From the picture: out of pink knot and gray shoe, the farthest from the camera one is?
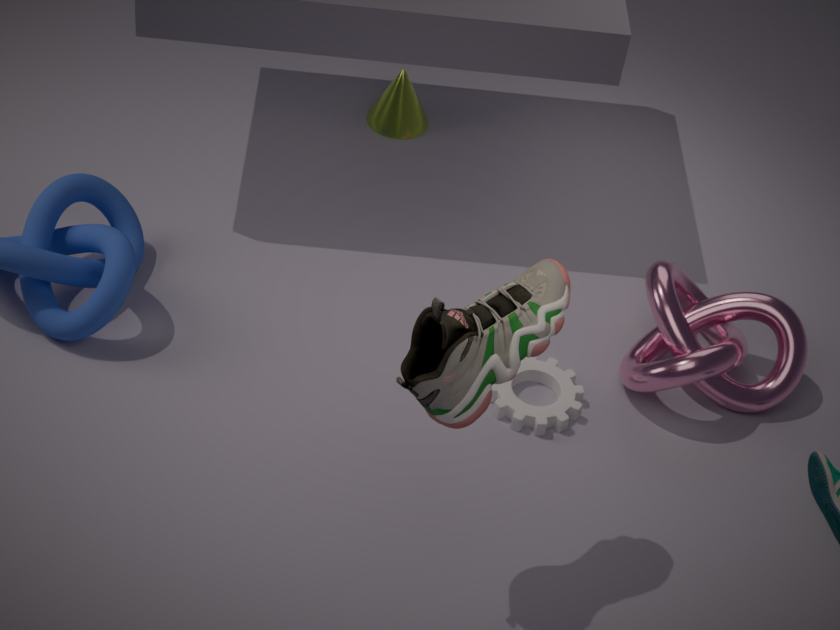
pink knot
